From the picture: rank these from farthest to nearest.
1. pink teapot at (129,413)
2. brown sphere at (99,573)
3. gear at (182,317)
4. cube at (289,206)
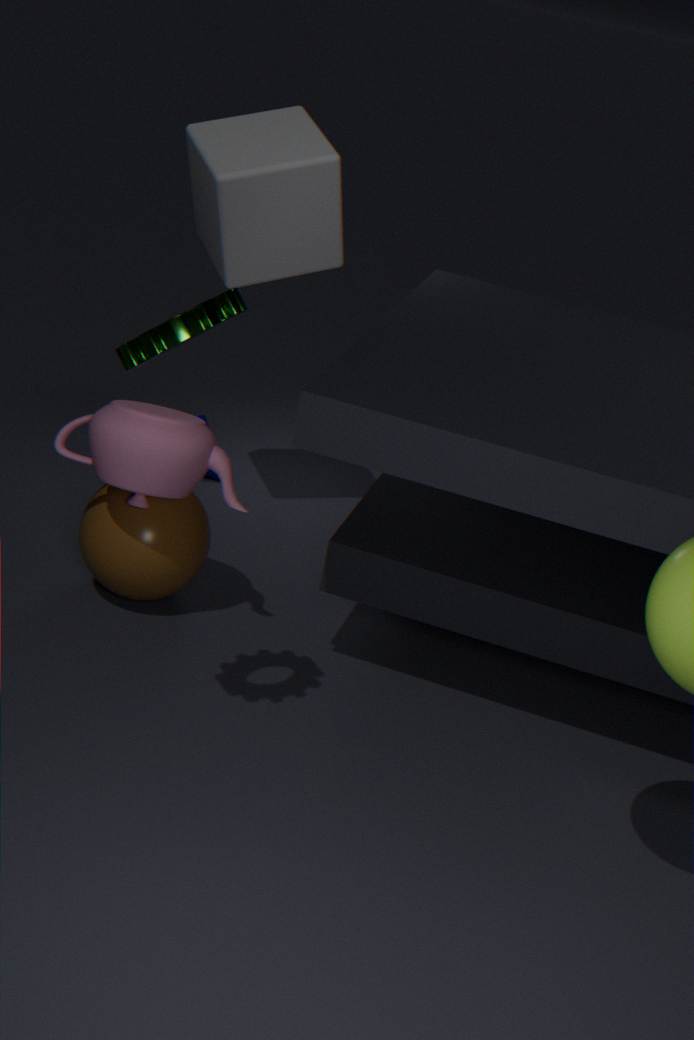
cube at (289,206)
brown sphere at (99,573)
pink teapot at (129,413)
gear at (182,317)
